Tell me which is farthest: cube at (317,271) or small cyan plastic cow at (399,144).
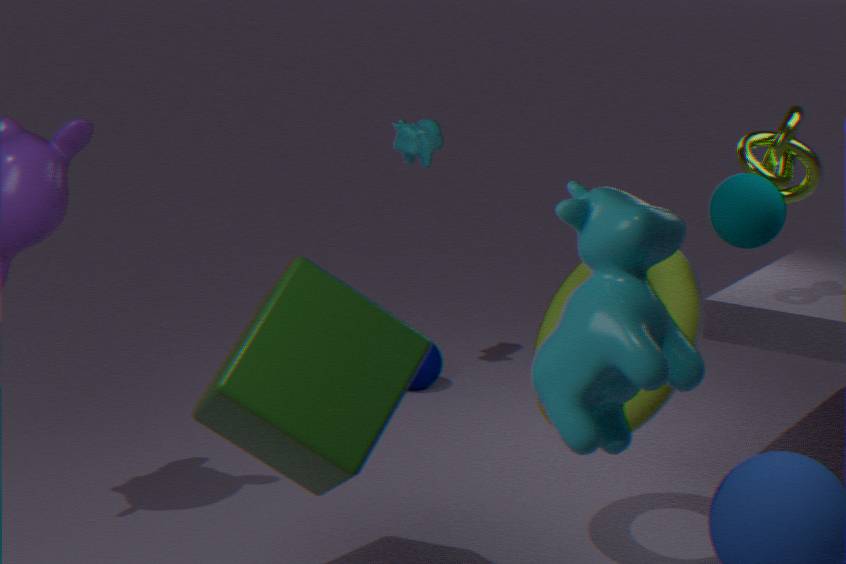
small cyan plastic cow at (399,144)
